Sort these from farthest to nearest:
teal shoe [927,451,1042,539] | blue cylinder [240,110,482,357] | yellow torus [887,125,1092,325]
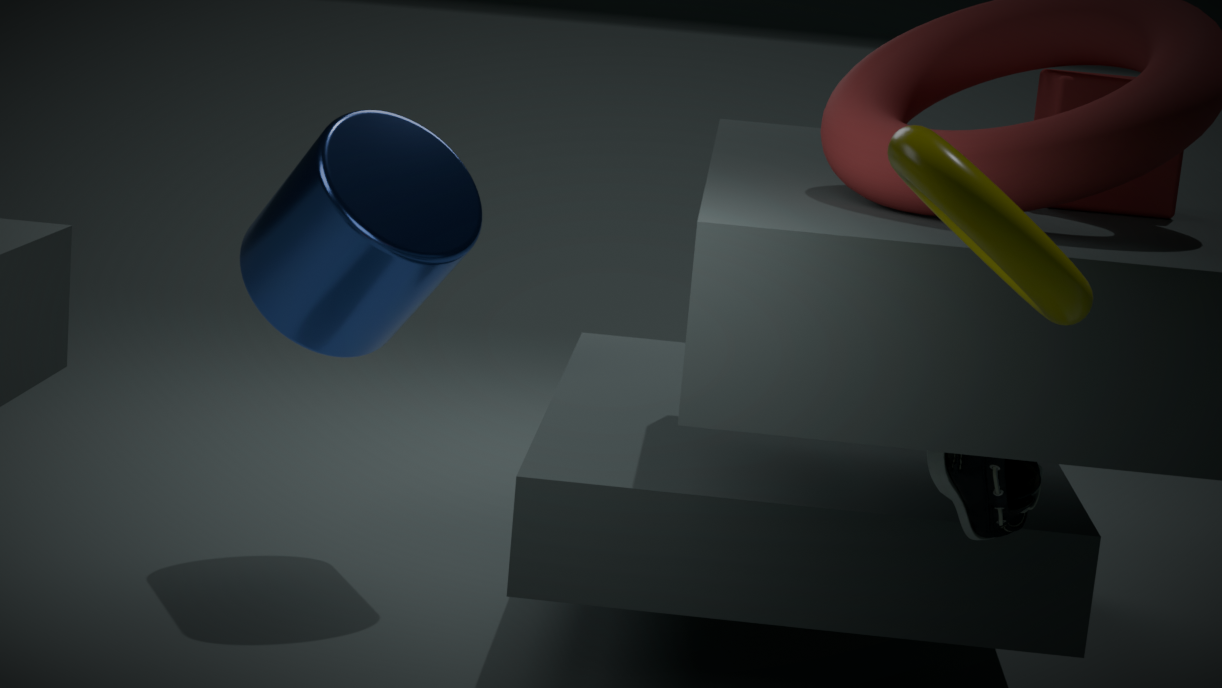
1. blue cylinder [240,110,482,357]
2. teal shoe [927,451,1042,539]
3. yellow torus [887,125,1092,325]
